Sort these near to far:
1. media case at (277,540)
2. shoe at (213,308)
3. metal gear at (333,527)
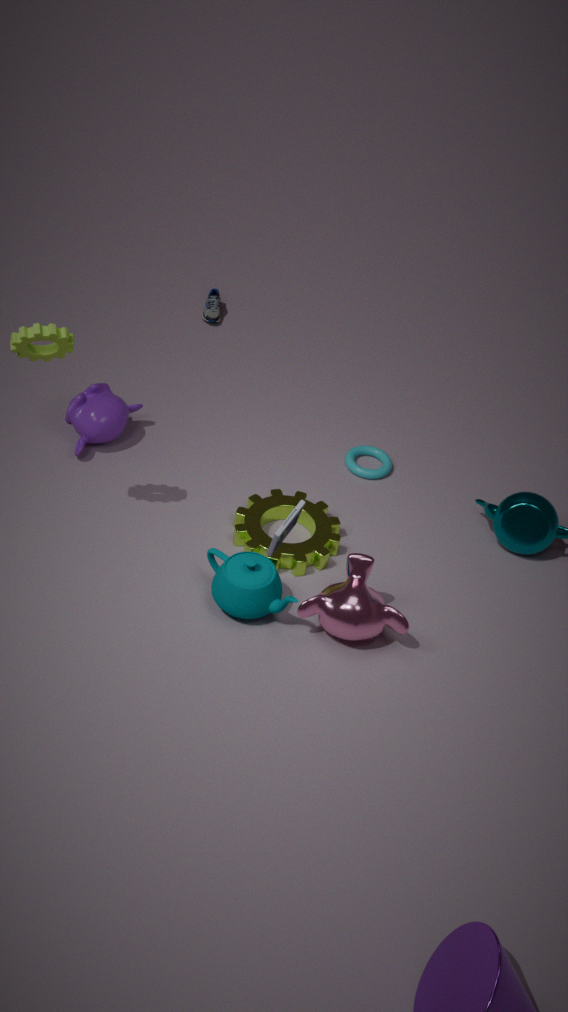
media case at (277,540), metal gear at (333,527), shoe at (213,308)
